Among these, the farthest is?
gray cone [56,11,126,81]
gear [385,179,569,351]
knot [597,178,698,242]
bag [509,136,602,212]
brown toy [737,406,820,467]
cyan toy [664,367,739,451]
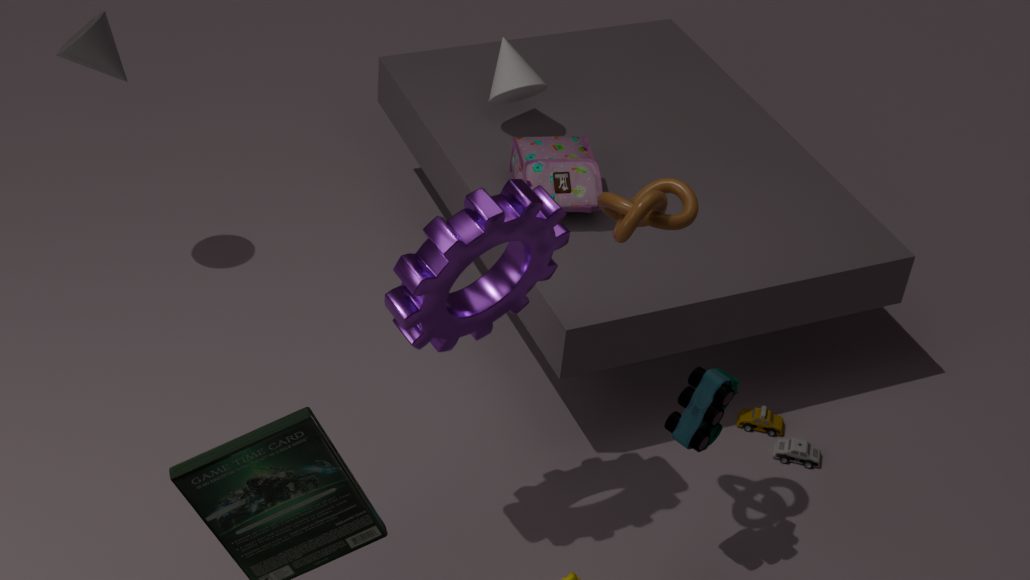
bag [509,136,602,212]
